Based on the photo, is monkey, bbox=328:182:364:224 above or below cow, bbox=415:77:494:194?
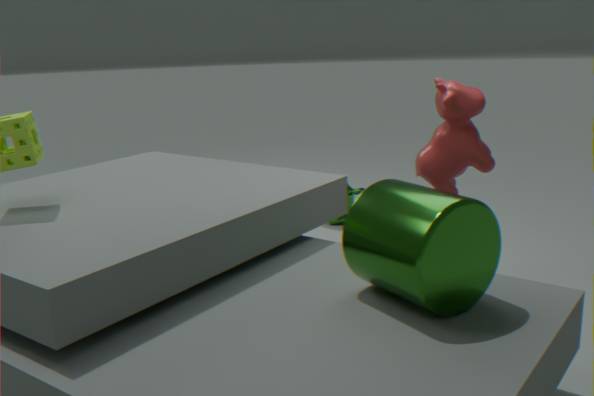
below
